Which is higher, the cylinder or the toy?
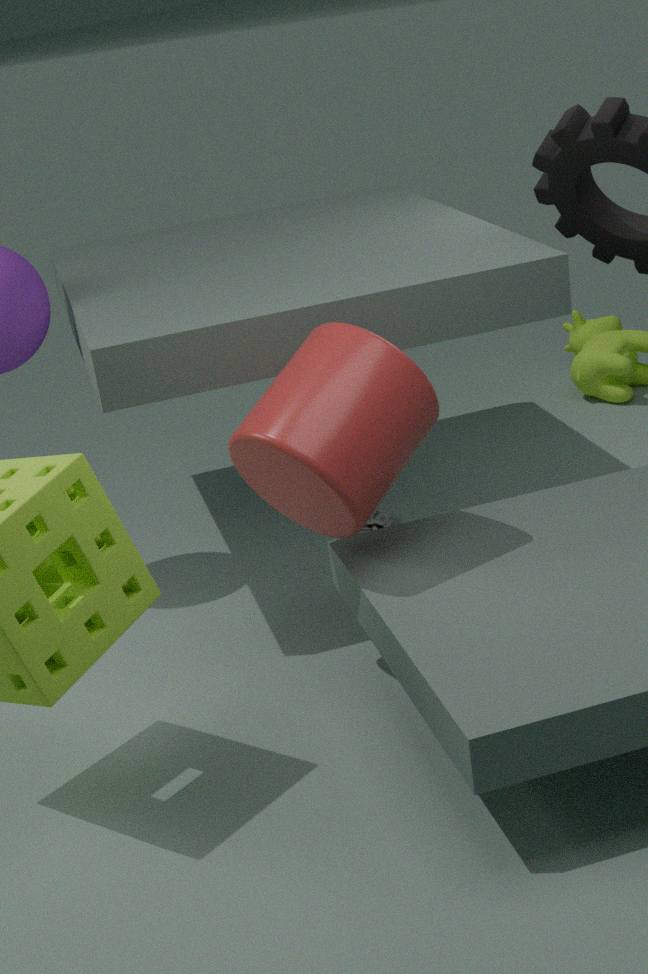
the cylinder
